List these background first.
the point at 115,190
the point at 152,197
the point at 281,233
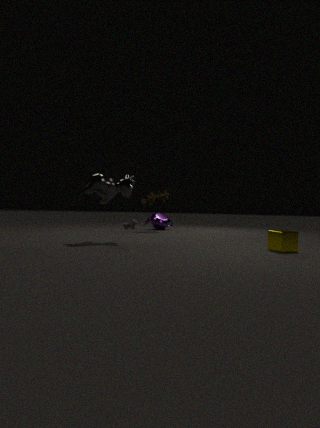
1. the point at 152,197
2. the point at 115,190
3. the point at 281,233
